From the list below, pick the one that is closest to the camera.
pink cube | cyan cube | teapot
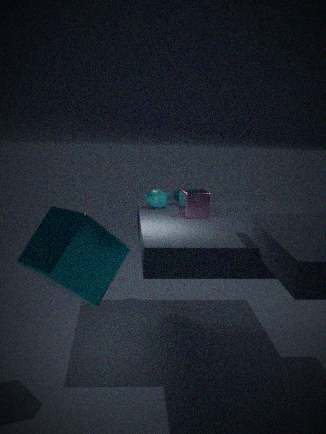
cyan cube
